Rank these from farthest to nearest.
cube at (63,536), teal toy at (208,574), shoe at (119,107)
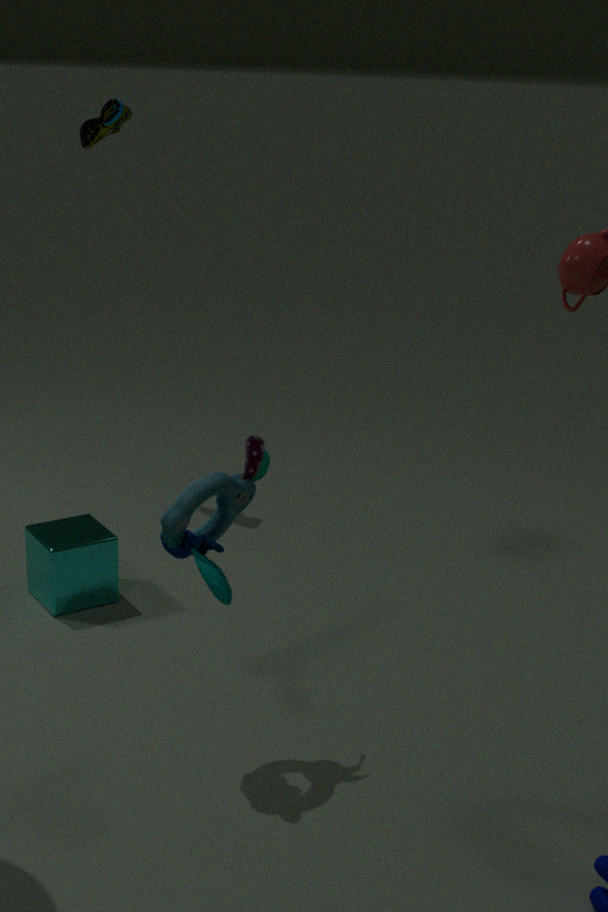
1. shoe at (119,107)
2. cube at (63,536)
3. teal toy at (208,574)
